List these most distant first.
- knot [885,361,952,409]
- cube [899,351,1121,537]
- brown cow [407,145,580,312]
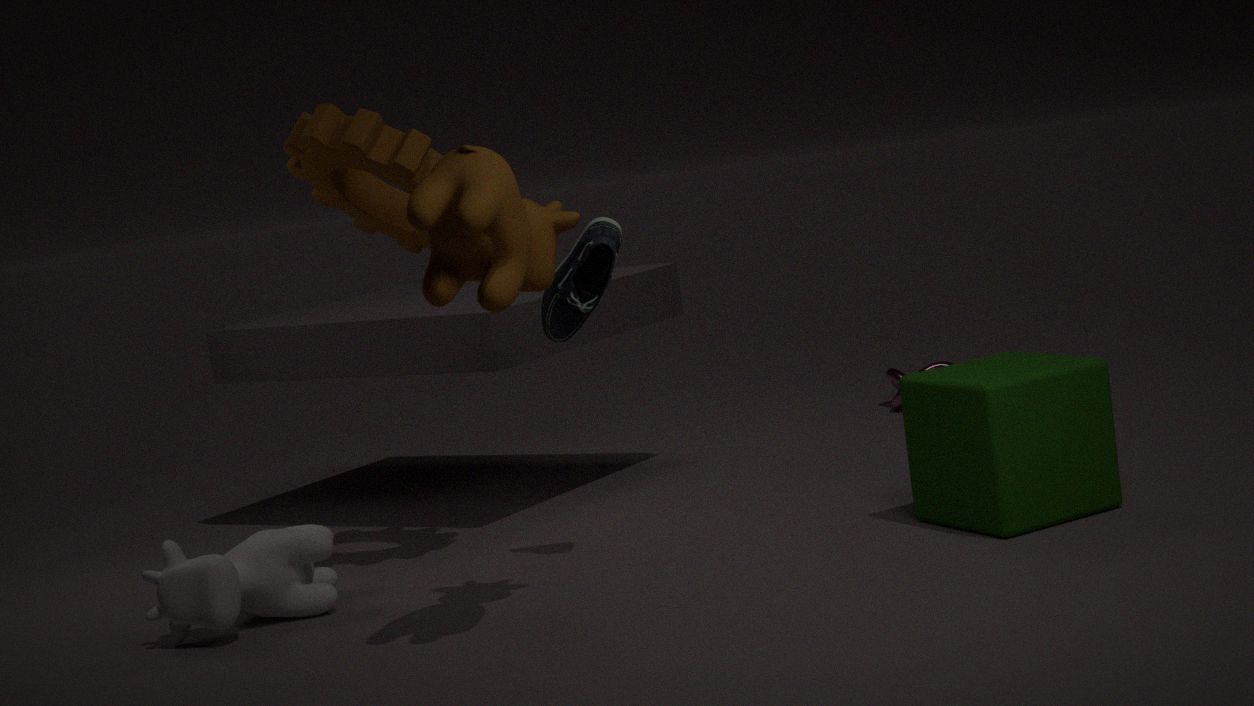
knot [885,361,952,409]
cube [899,351,1121,537]
brown cow [407,145,580,312]
